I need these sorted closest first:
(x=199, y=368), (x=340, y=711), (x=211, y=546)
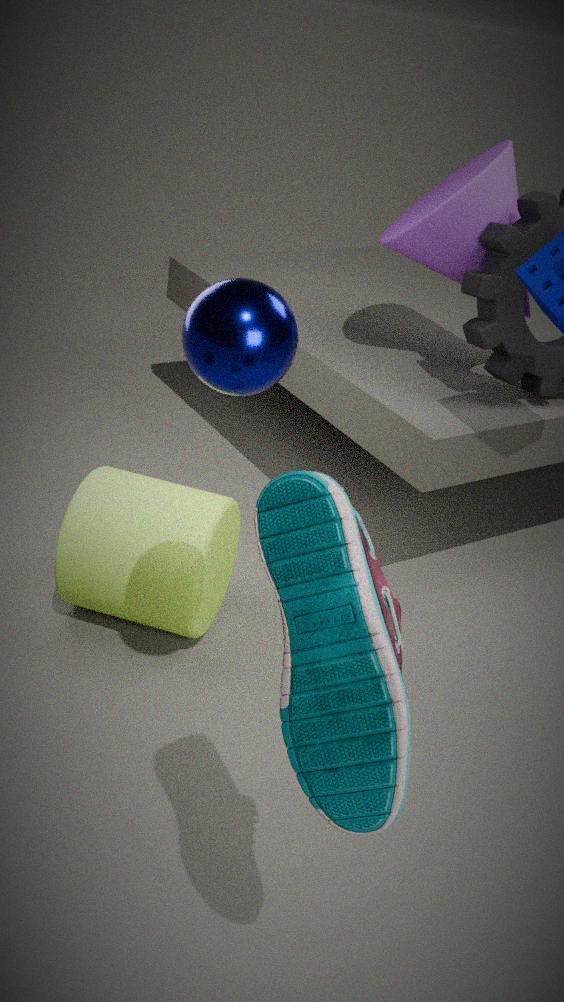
(x=340, y=711)
(x=199, y=368)
(x=211, y=546)
